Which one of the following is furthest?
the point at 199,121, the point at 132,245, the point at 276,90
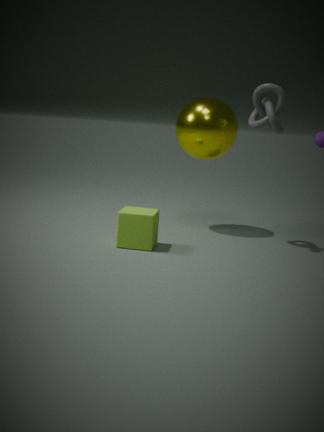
the point at 199,121
